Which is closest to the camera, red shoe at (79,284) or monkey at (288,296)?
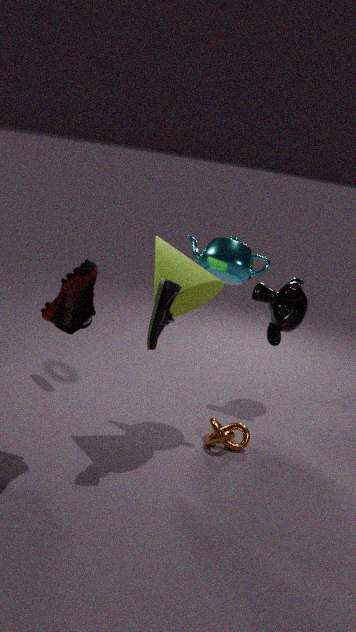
red shoe at (79,284)
